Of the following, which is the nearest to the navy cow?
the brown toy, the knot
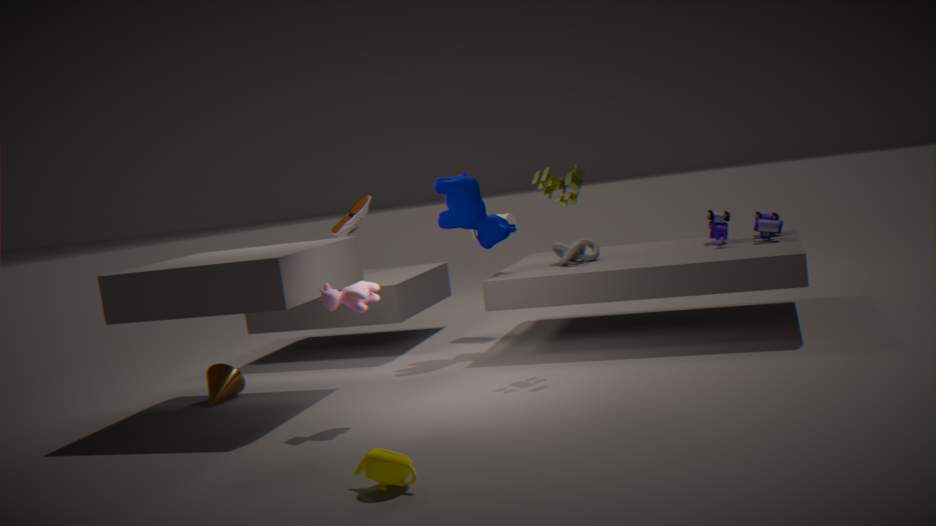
the knot
